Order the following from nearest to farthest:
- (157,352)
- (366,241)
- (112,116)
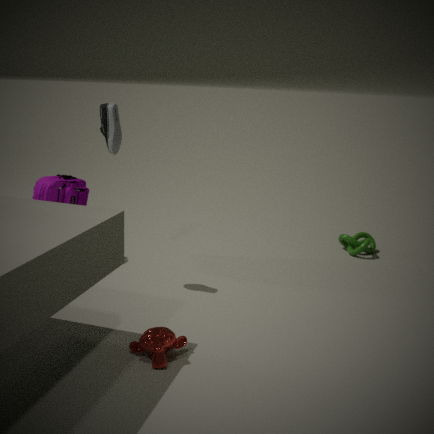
(157,352), (112,116), (366,241)
